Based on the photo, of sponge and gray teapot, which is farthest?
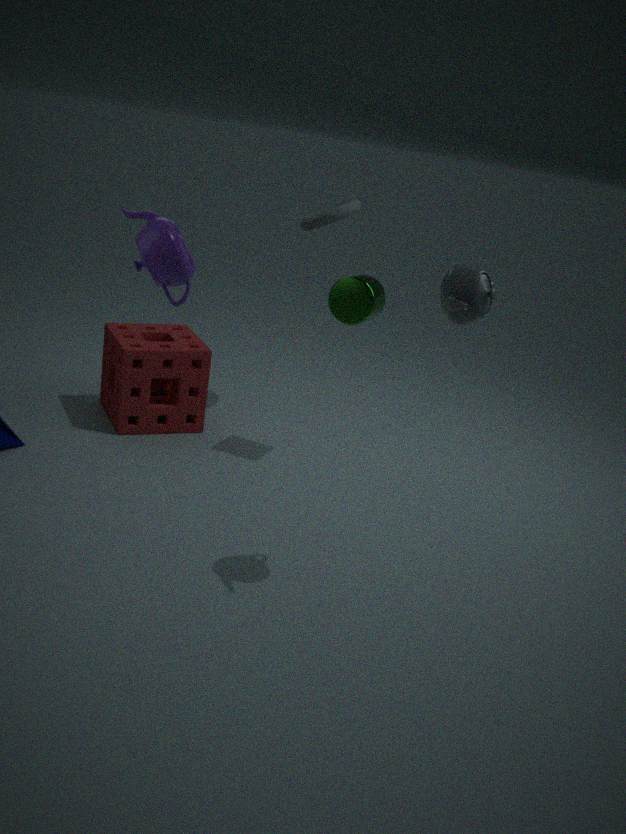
sponge
